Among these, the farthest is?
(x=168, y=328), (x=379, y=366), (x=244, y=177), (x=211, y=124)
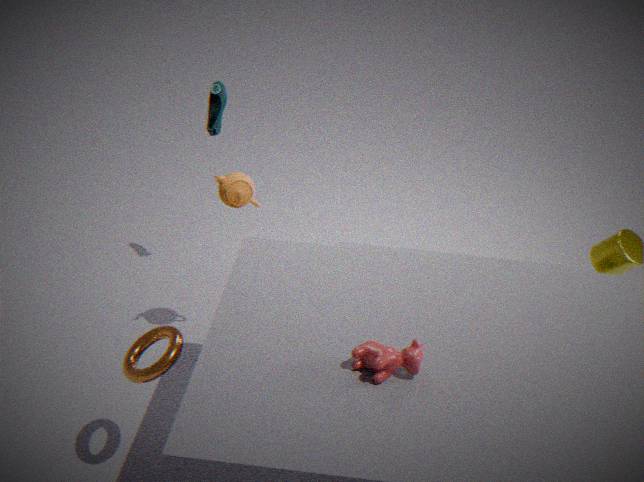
(x=211, y=124)
